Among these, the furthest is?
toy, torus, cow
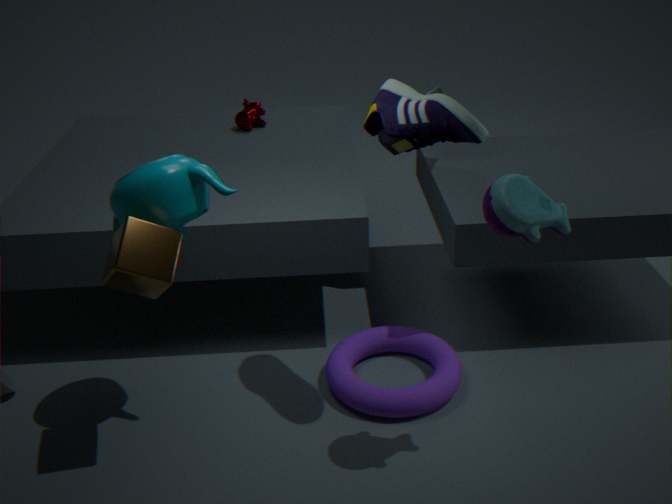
cow
